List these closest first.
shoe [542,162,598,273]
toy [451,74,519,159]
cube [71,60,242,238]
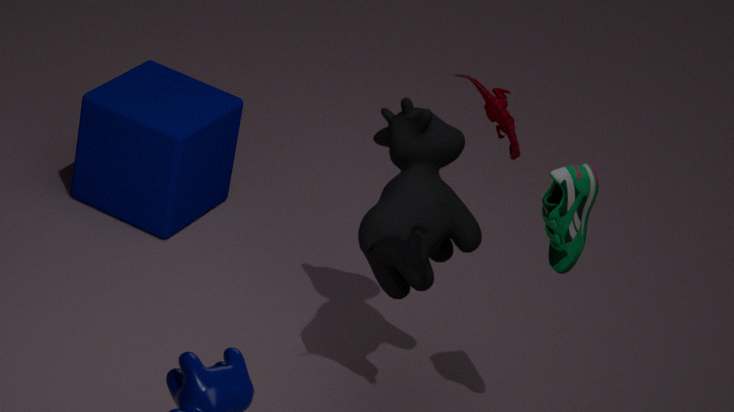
toy [451,74,519,159] → shoe [542,162,598,273] → cube [71,60,242,238]
